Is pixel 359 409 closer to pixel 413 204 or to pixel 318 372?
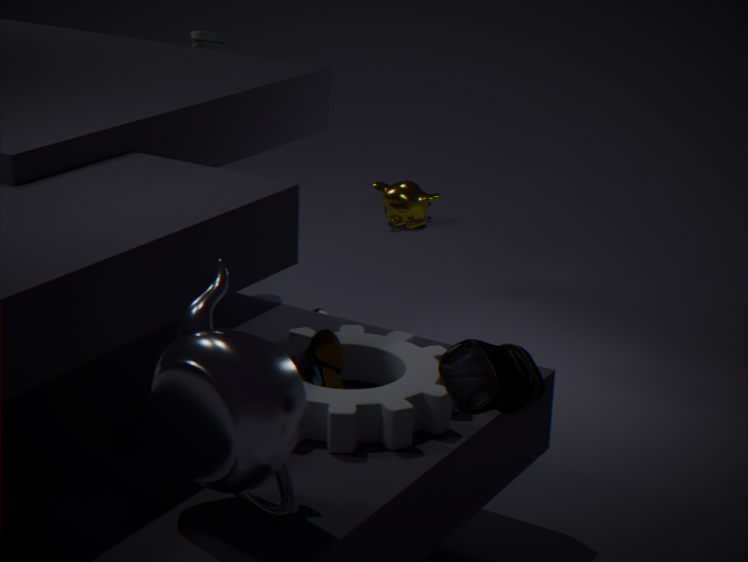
pixel 318 372
